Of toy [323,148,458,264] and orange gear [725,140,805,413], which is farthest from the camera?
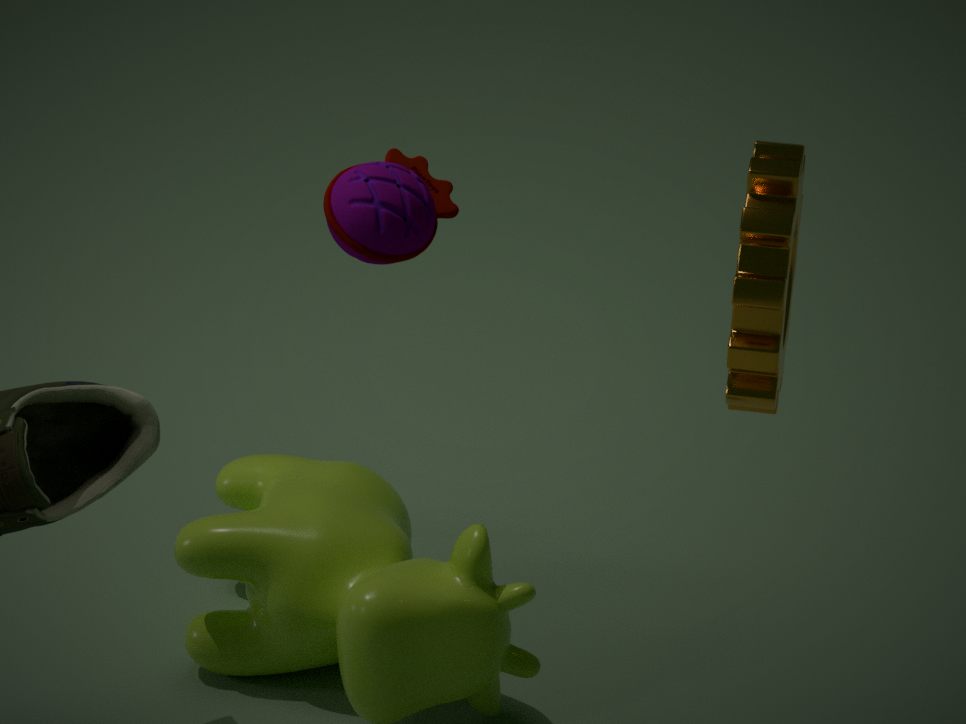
toy [323,148,458,264]
